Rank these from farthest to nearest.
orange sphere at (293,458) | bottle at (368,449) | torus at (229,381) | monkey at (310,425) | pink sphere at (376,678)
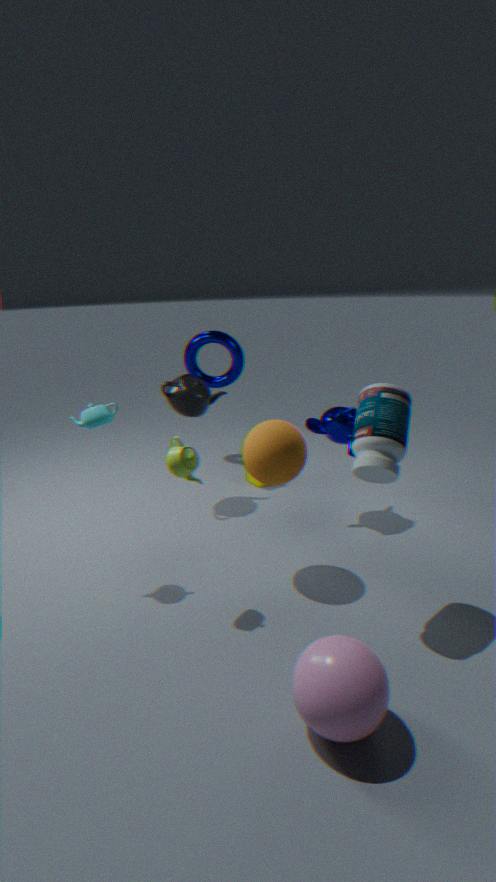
1. torus at (229,381)
2. monkey at (310,425)
3. orange sphere at (293,458)
4. bottle at (368,449)
5. pink sphere at (376,678)
